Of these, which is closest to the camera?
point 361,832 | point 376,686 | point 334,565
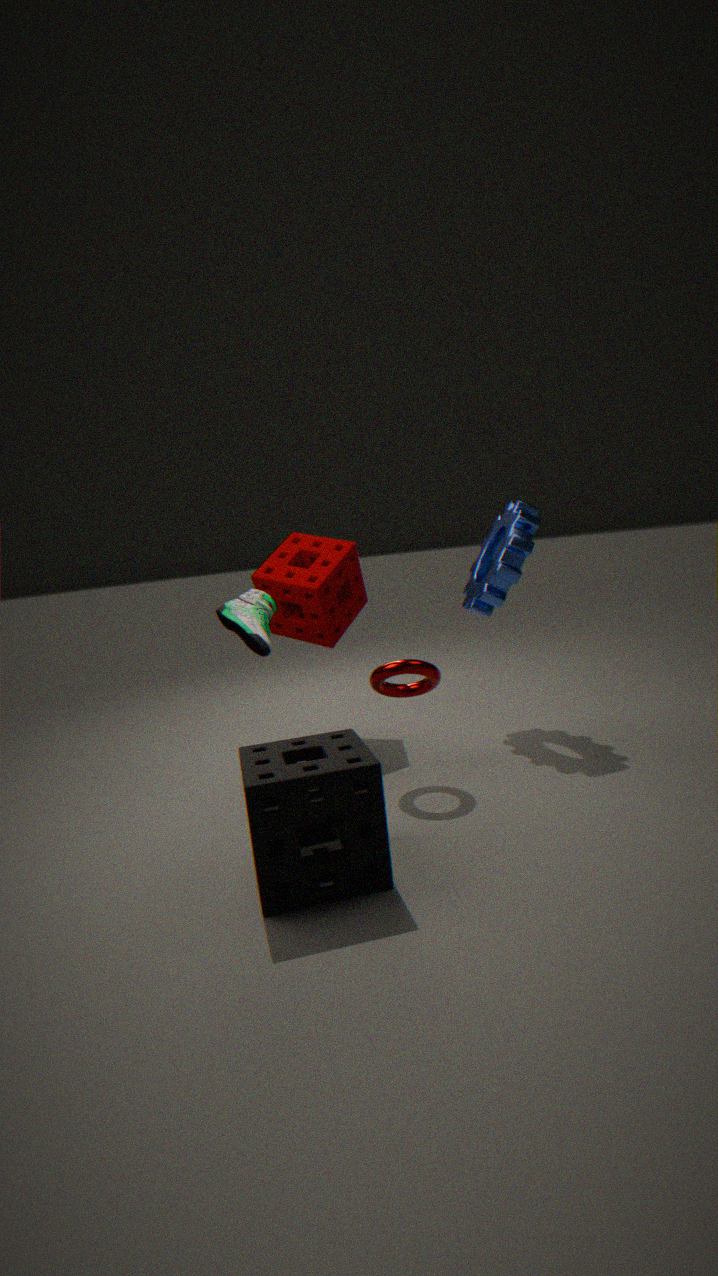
point 361,832
